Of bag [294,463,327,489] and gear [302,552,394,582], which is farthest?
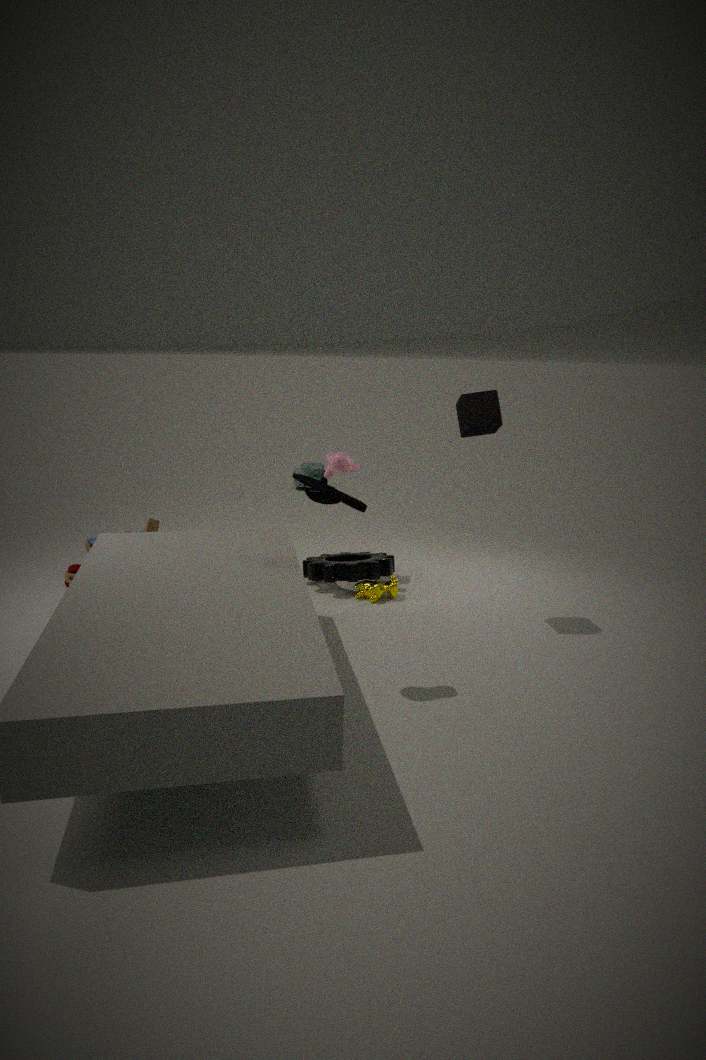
bag [294,463,327,489]
